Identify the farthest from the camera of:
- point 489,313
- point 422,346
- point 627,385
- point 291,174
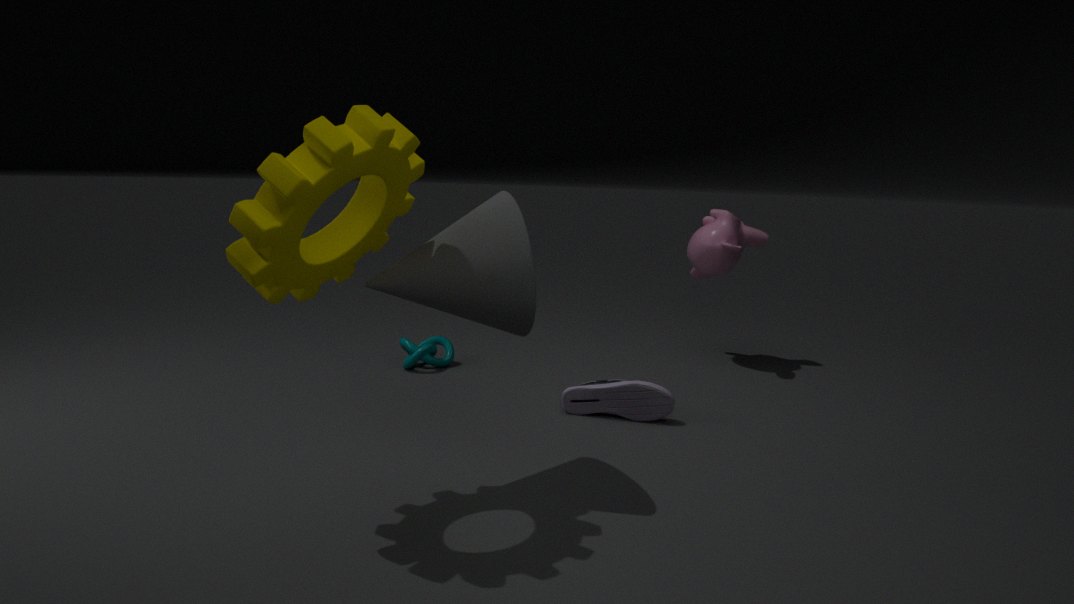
point 422,346
